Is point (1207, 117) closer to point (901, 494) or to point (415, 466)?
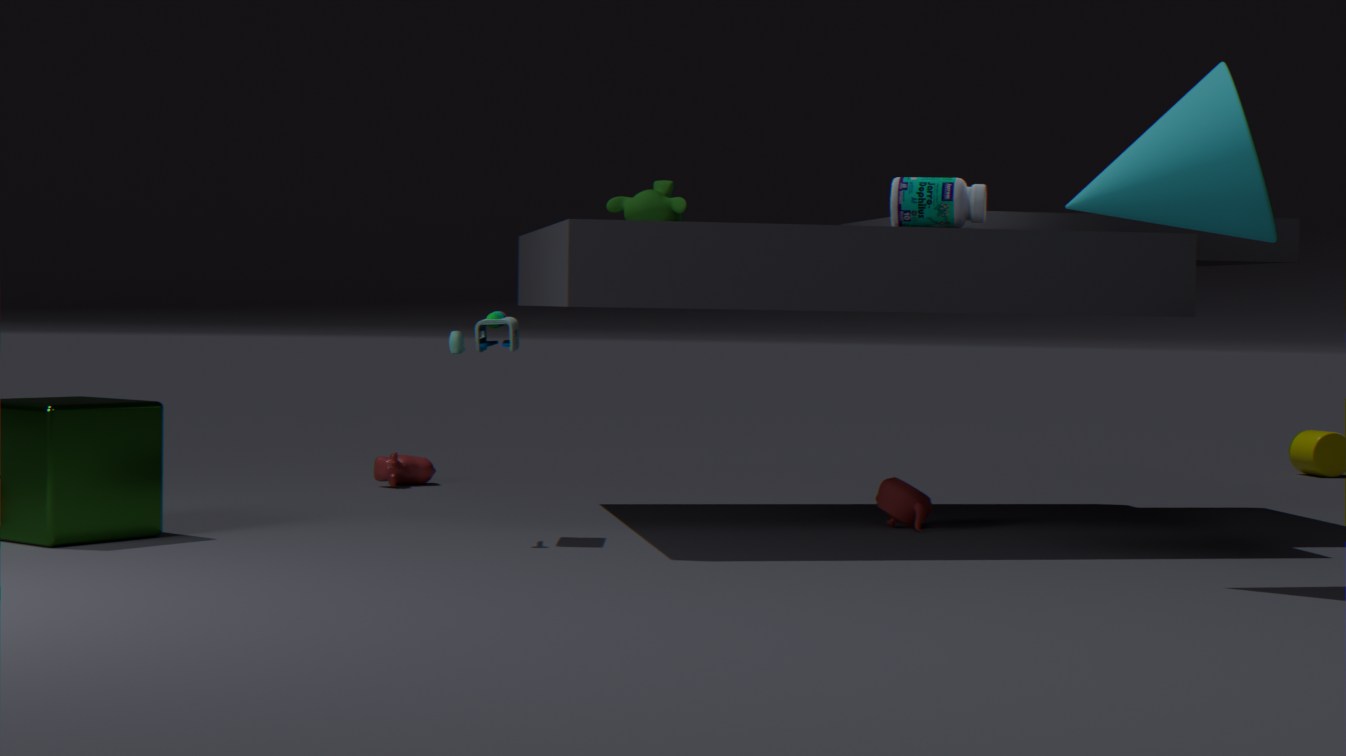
point (901, 494)
